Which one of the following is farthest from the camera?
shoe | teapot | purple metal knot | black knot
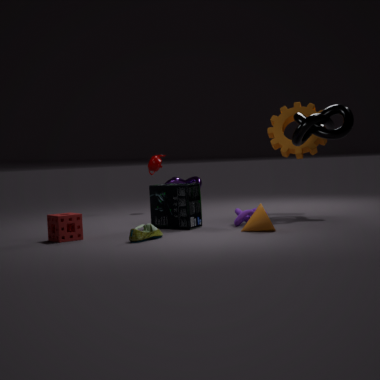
purple metal knot
